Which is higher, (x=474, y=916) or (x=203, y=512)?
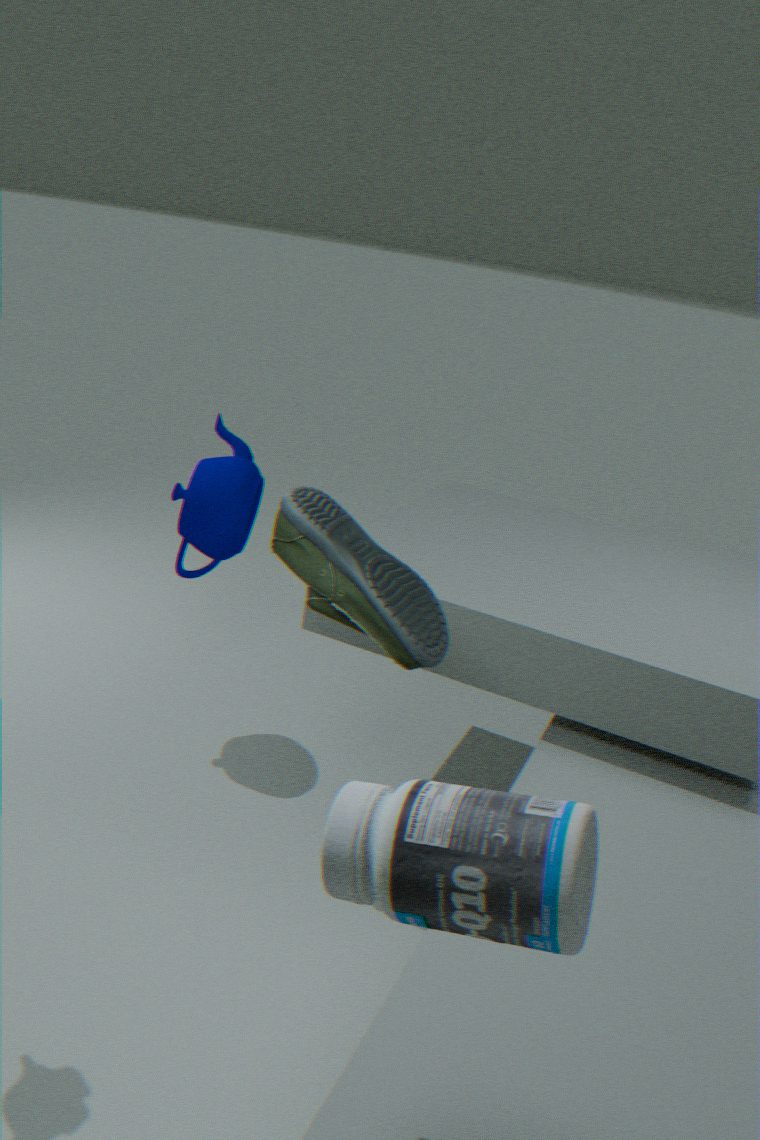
(x=474, y=916)
